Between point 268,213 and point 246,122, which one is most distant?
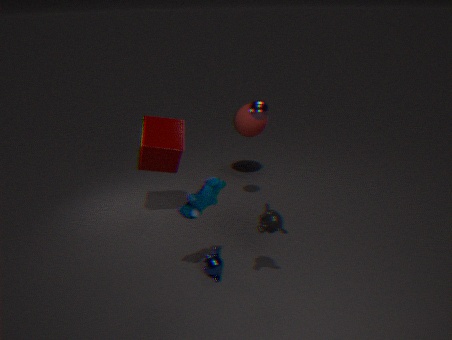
point 246,122
